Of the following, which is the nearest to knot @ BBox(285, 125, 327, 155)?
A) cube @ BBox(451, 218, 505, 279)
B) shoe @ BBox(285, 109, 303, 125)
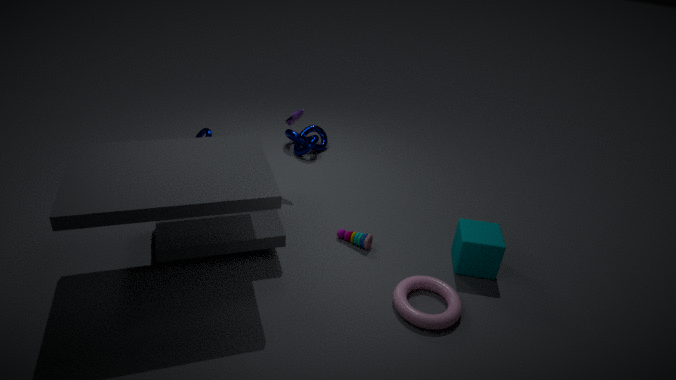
shoe @ BBox(285, 109, 303, 125)
